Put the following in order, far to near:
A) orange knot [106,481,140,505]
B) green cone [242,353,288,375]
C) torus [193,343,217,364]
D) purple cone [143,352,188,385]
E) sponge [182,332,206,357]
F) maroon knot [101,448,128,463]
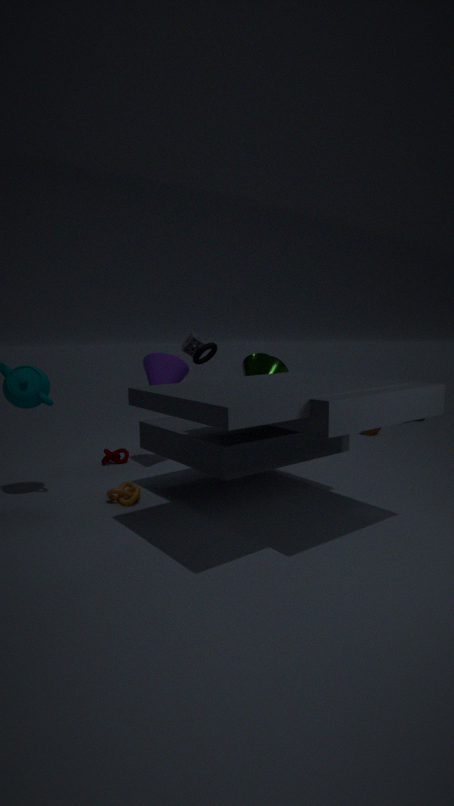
sponge [182,332,206,357], maroon knot [101,448,128,463], torus [193,343,217,364], purple cone [143,352,188,385], green cone [242,353,288,375], orange knot [106,481,140,505]
